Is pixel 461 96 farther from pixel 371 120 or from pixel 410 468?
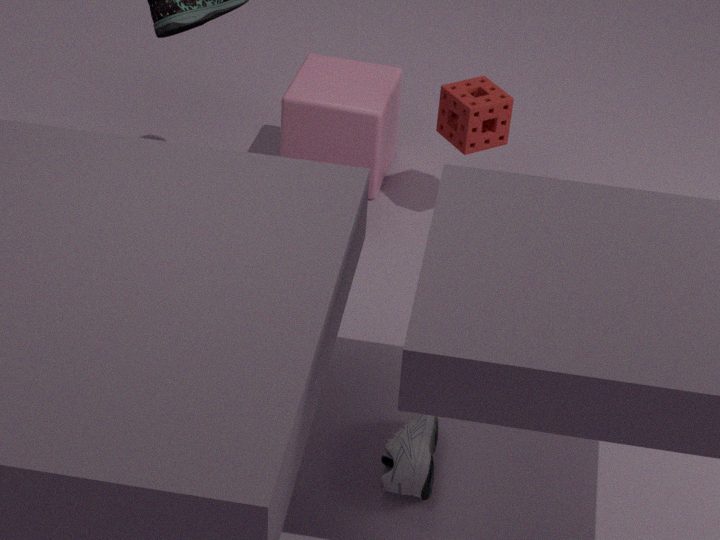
pixel 410 468
